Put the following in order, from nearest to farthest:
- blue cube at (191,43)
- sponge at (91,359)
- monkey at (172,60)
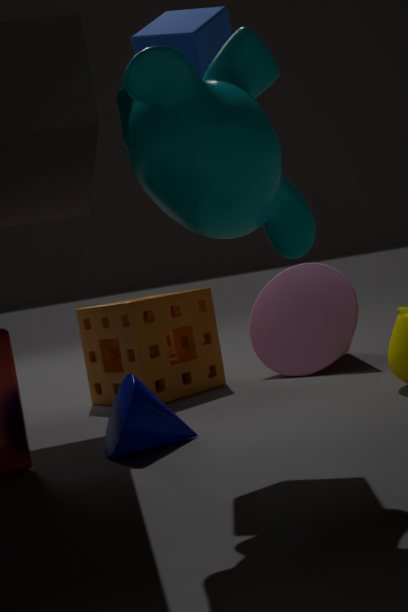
monkey at (172,60)
blue cube at (191,43)
sponge at (91,359)
